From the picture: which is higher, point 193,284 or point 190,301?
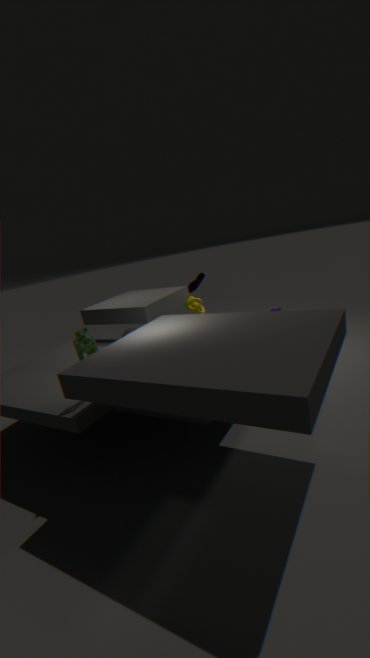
point 193,284
